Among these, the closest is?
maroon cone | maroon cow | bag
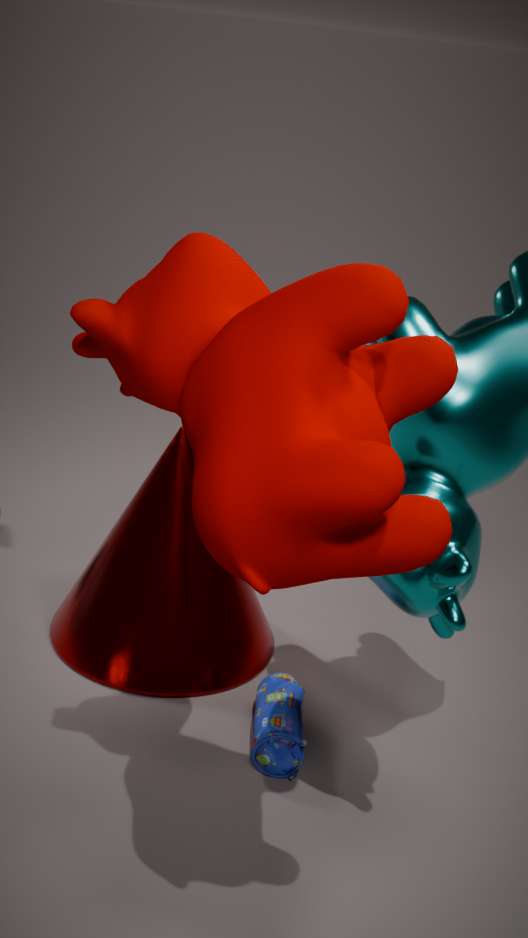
maroon cow
